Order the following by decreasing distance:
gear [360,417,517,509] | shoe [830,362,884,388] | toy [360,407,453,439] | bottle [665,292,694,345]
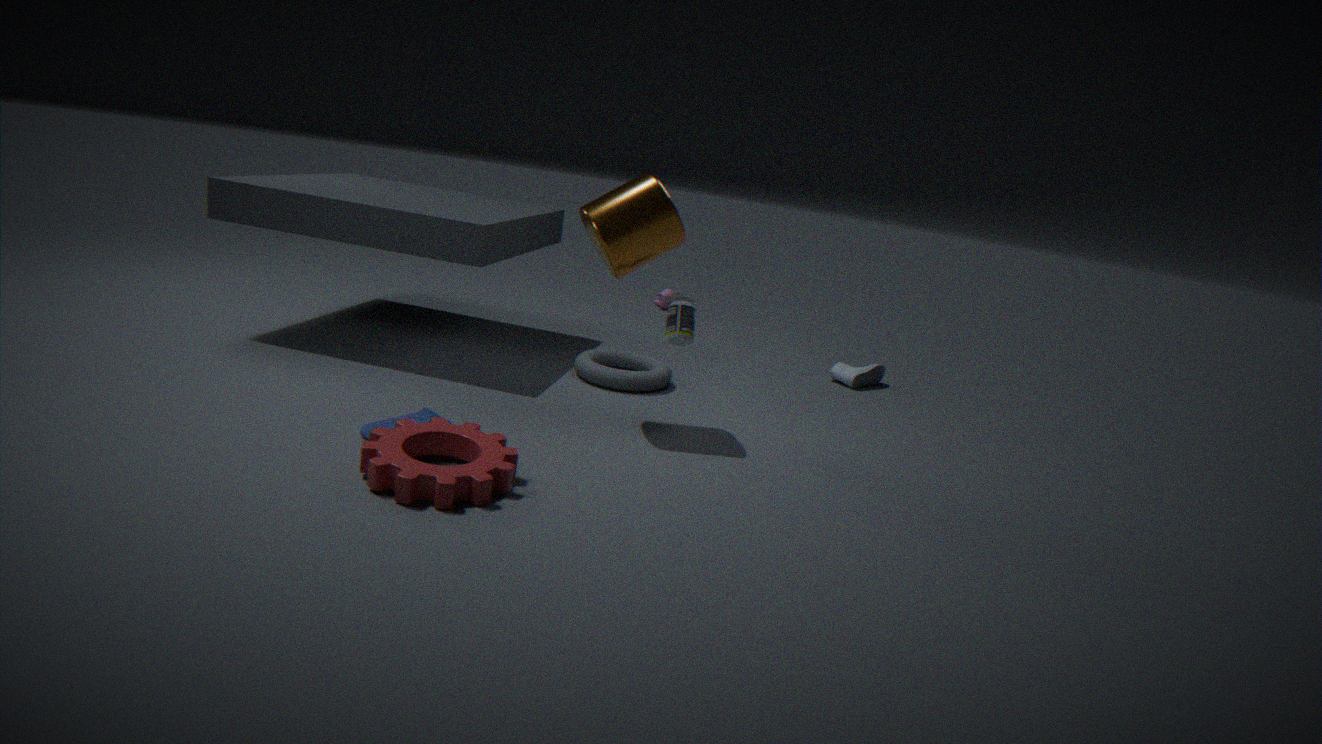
1. shoe [830,362,884,388]
2. bottle [665,292,694,345]
3. toy [360,407,453,439]
4. gear [360,417,517,509]
